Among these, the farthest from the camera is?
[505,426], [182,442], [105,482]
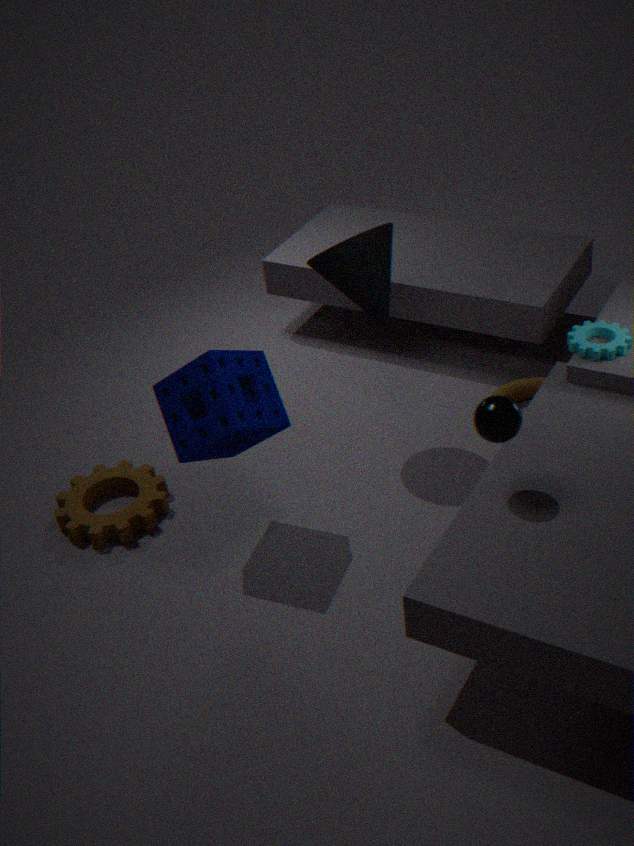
[105,482]
